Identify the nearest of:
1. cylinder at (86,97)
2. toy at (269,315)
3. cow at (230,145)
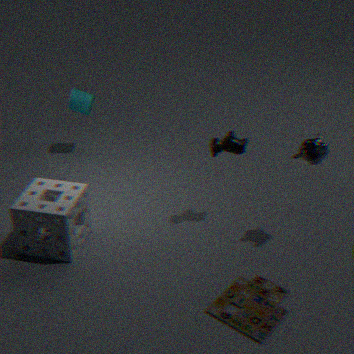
toy at (269,315)
